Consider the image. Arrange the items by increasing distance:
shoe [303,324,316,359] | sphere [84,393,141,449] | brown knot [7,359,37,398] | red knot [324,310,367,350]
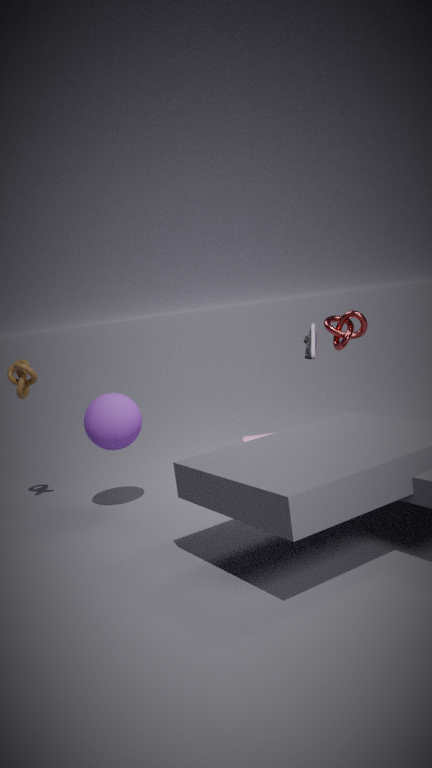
sphere [84,393,141,449] < red knot [324,310,367,350] < brown knot [7,359,37,398] < shoe [303,324,316,359]
